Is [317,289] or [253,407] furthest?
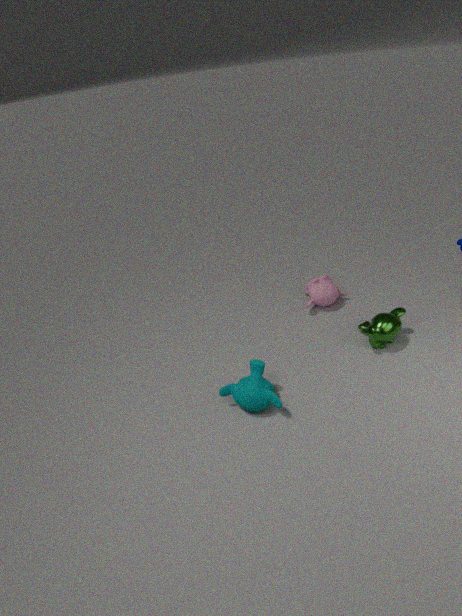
[317,289]
